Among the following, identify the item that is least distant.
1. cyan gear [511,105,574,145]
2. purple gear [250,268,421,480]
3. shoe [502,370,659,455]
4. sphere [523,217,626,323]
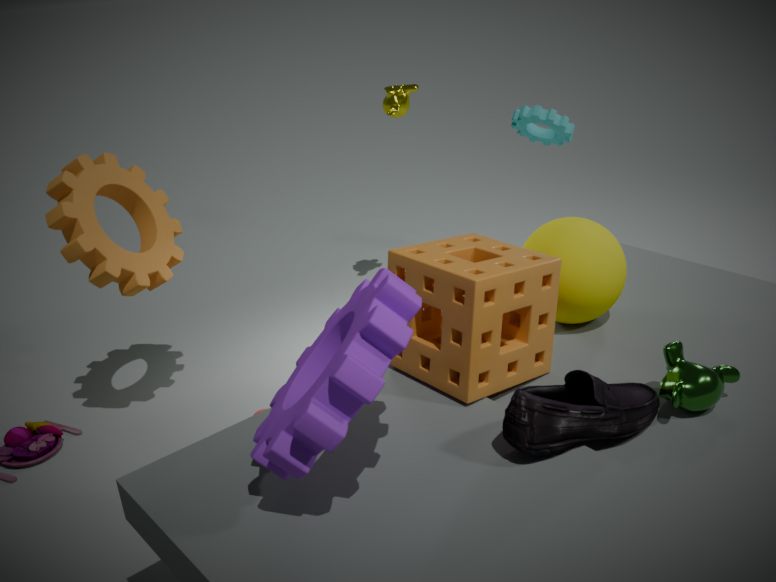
purple gear [250,268,421,480]
